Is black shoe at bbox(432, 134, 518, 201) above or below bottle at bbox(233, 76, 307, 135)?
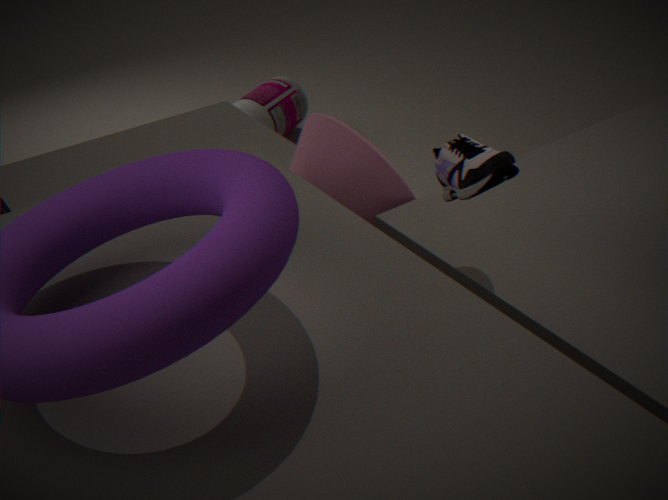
above
